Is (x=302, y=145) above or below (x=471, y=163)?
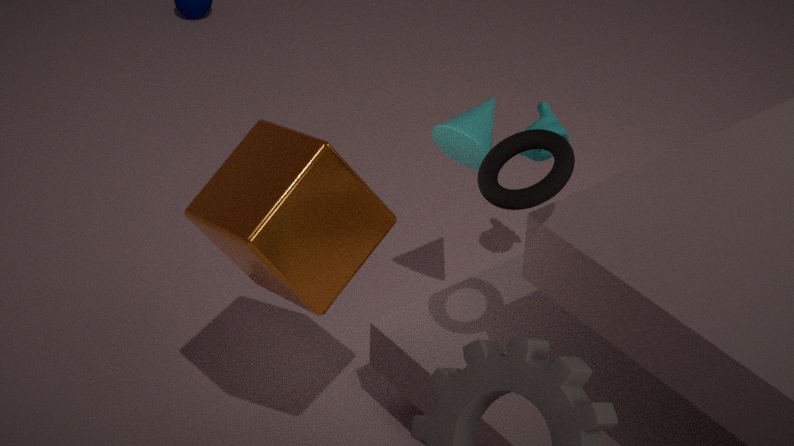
above
